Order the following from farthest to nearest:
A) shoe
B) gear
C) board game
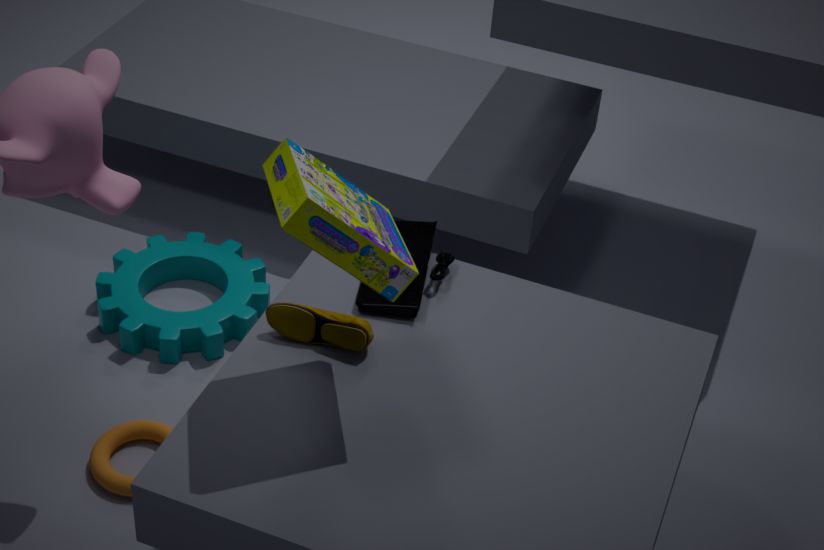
gear < shoe < board game
